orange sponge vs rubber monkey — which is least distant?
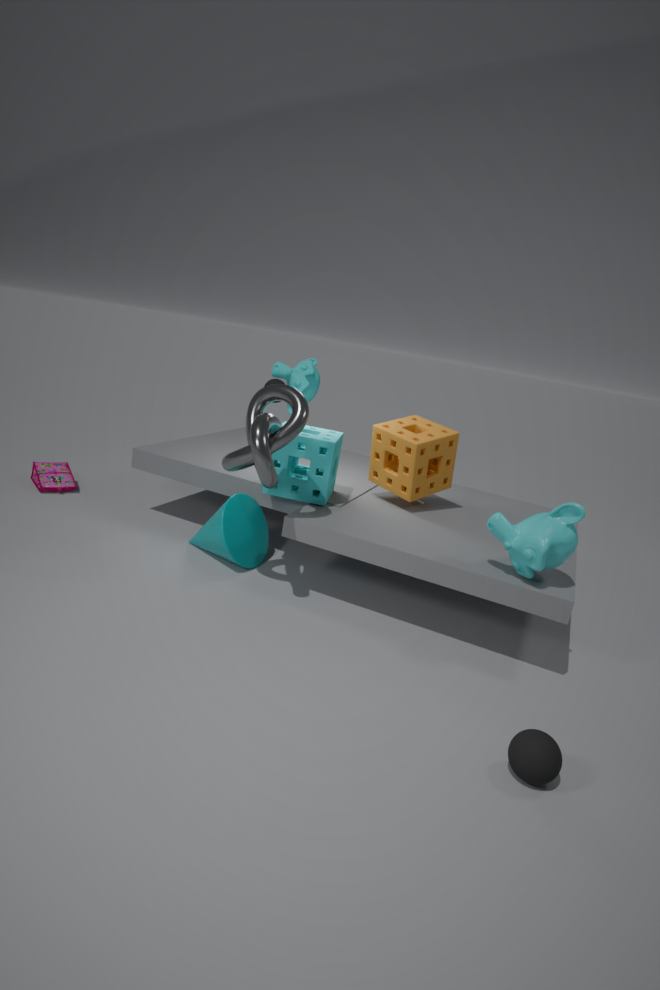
orange sponge
